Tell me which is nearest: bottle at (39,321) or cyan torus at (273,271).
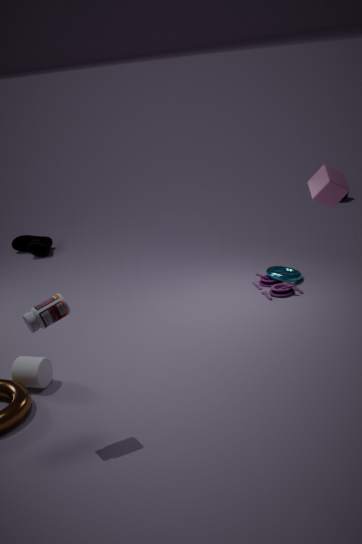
bottle at (39,321)
